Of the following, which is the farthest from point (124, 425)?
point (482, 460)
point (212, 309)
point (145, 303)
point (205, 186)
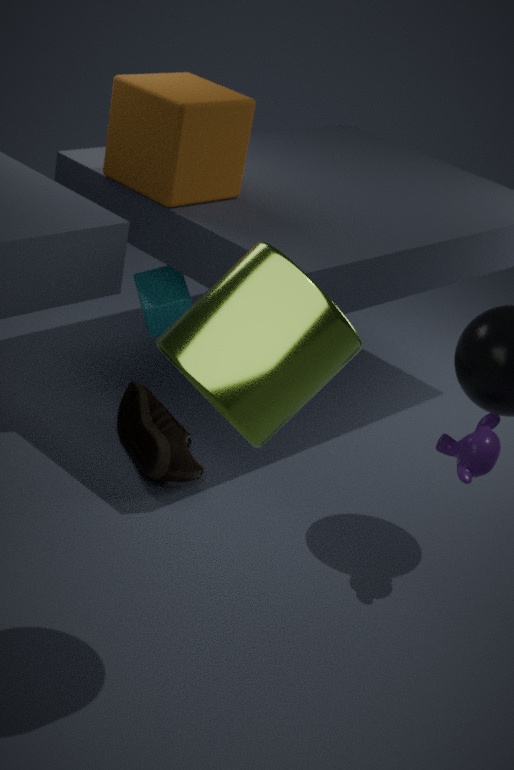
point (212, 309)
